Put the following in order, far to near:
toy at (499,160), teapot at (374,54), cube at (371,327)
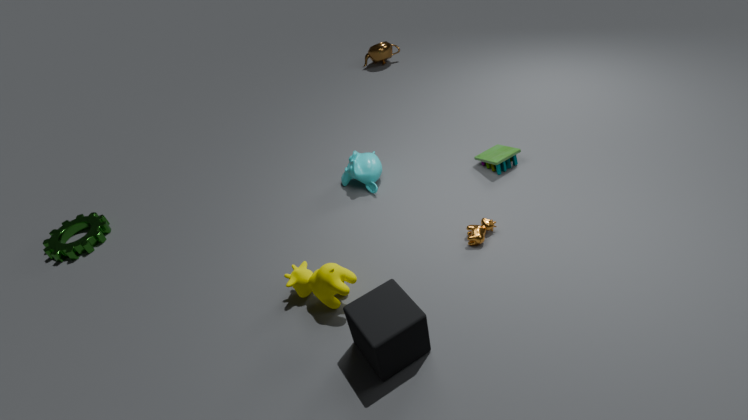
teapot at (374,54) < toy at (499,160) < cube at (371,327)
